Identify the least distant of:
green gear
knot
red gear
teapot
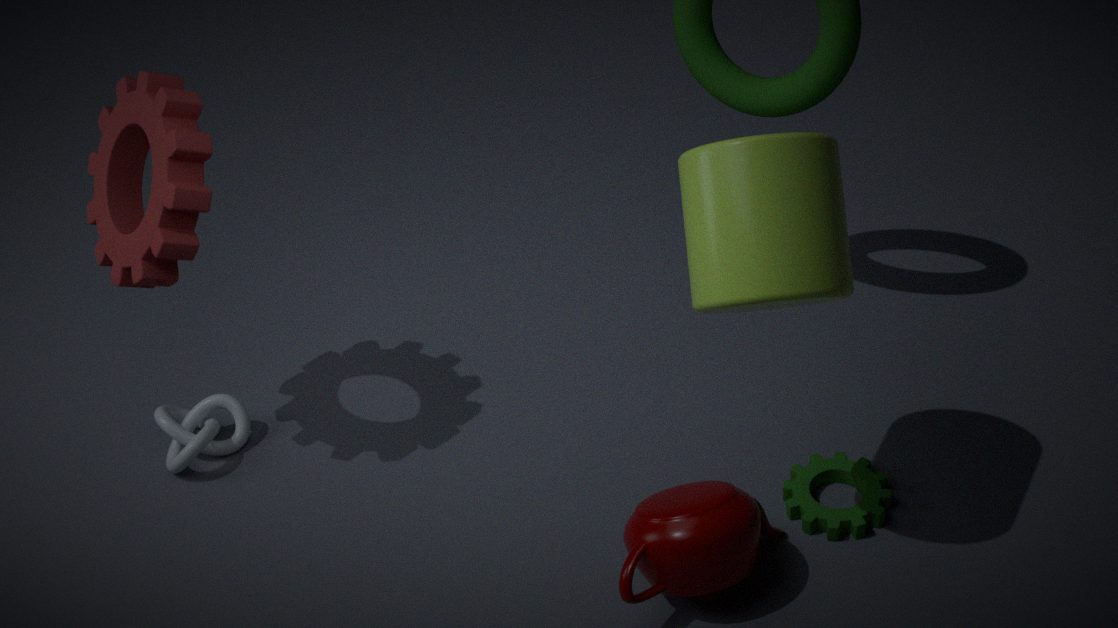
teapot
